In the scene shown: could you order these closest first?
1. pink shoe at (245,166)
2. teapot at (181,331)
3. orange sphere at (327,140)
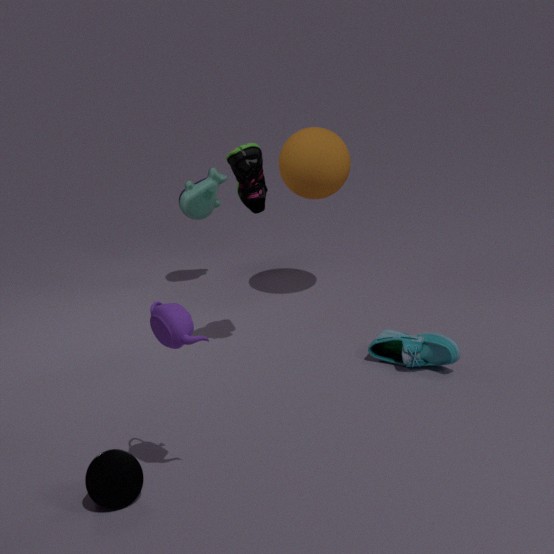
teapot at (181,331) → pink shoe at (245,166) → orange sphere at (327,140)
